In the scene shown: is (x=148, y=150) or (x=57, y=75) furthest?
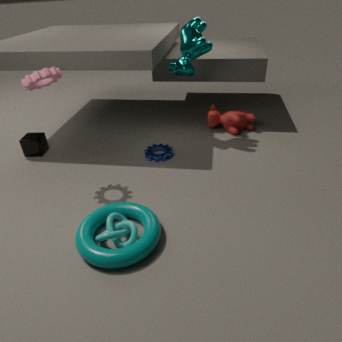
(x=148, y=150)
